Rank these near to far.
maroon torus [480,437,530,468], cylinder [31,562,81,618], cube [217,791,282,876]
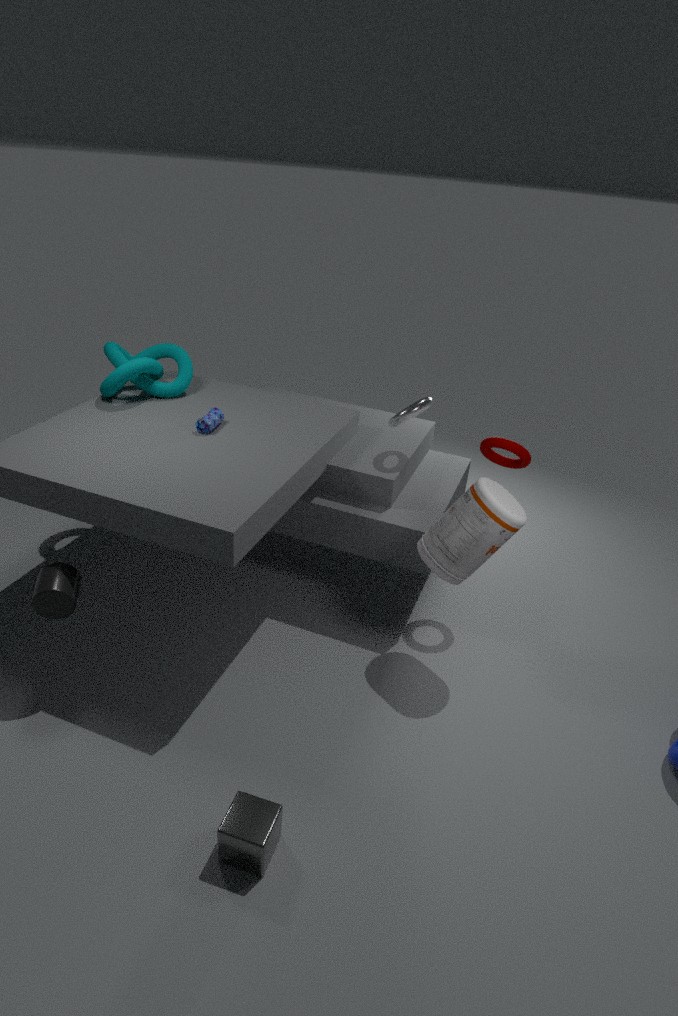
1. cube [217,791,282,876]
2. cylinder [31,562,81,618]
3. maroon torus [480,437,530,468]
